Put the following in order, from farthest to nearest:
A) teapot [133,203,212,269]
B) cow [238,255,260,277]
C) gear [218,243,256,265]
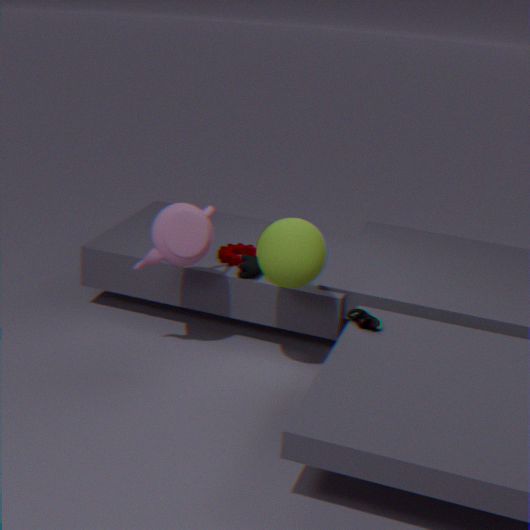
gear [218,243,256,265] → cow [238,255,260,277] → teapot [133,203,212,269]
